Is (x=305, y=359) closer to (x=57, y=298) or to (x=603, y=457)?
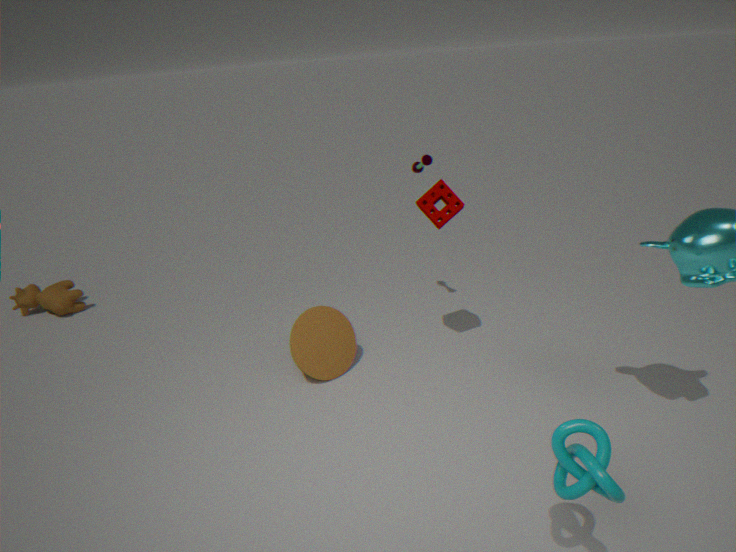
(x=603, y=457)
